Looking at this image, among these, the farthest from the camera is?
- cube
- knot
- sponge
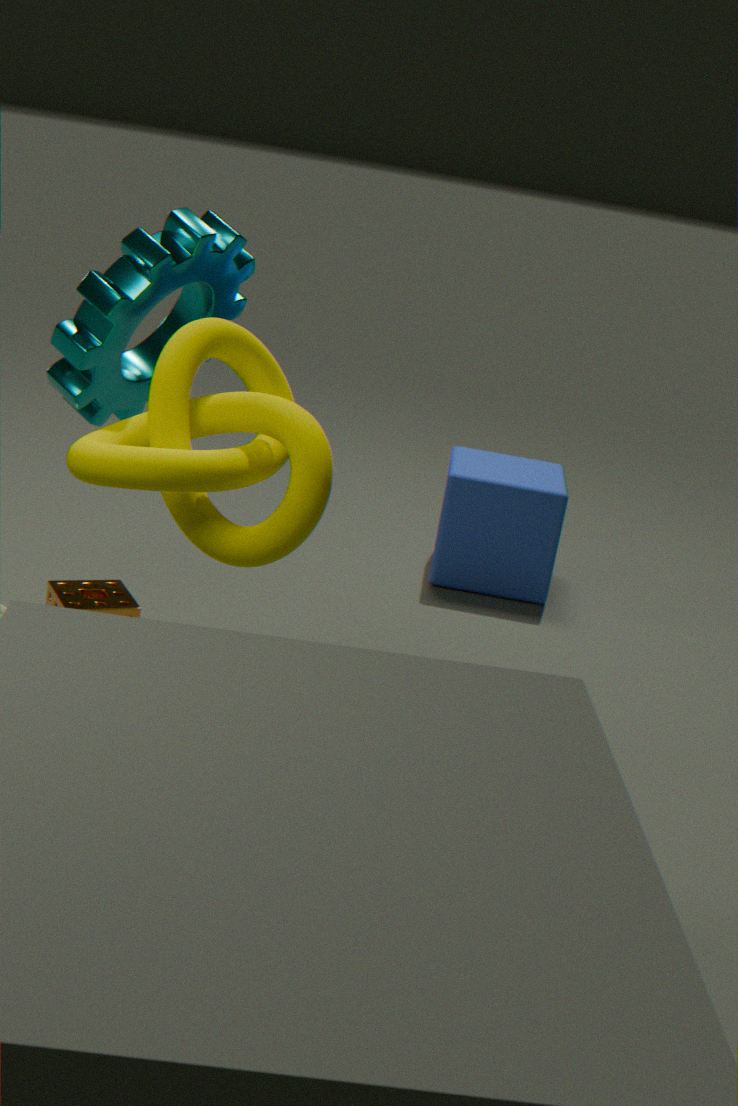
cube
